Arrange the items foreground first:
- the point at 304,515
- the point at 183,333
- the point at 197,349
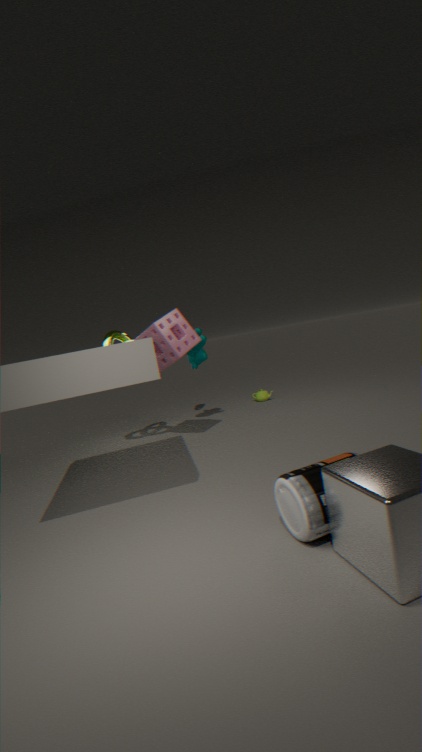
the point at 304,515 → the point at 183,333 → the point at 197,349
